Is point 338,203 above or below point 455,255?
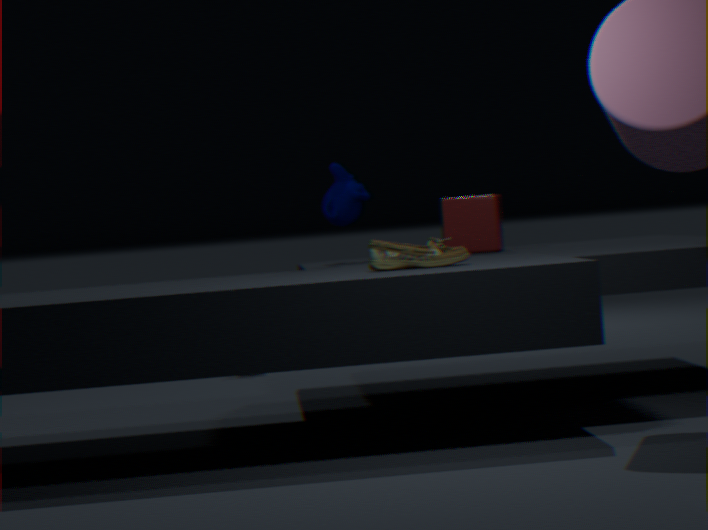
above
